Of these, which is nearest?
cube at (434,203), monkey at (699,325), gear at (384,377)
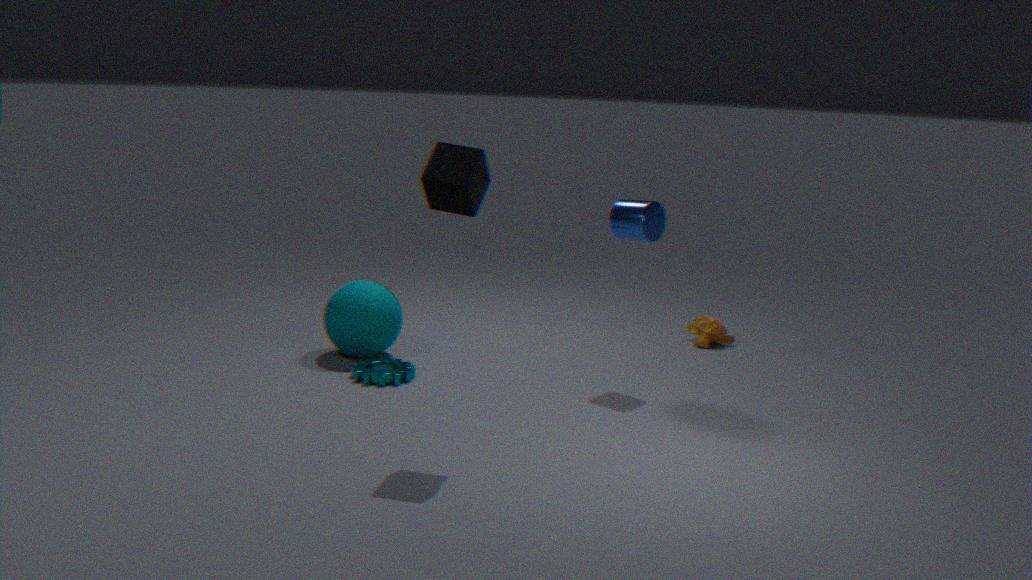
cube at (434,203)
